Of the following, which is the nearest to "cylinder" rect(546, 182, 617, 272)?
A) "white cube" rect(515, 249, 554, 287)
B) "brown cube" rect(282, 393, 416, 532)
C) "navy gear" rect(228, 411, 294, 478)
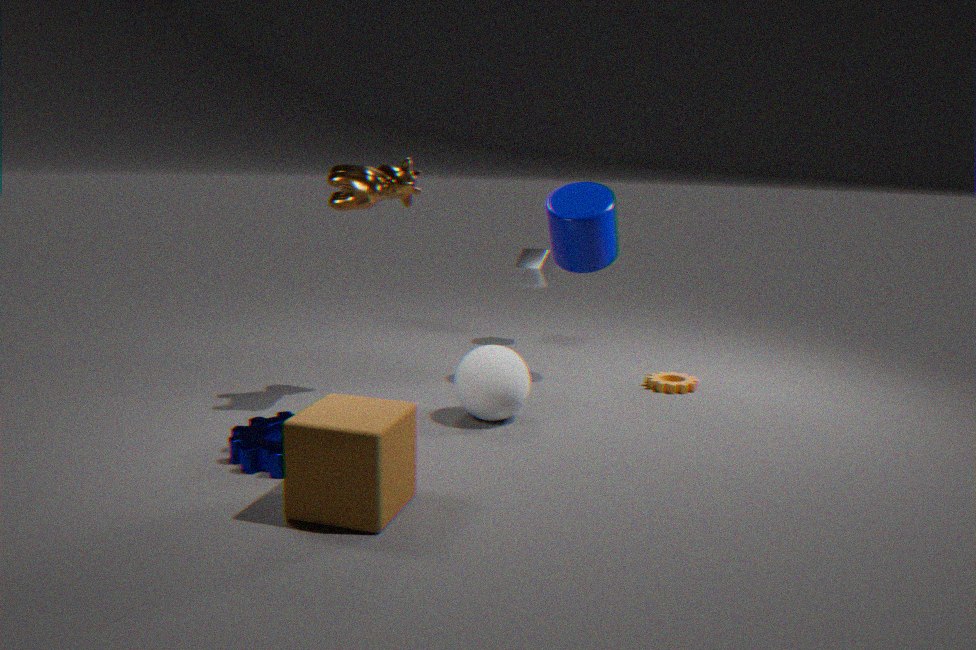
"white cube" rect(515, 249, 554, 287)
